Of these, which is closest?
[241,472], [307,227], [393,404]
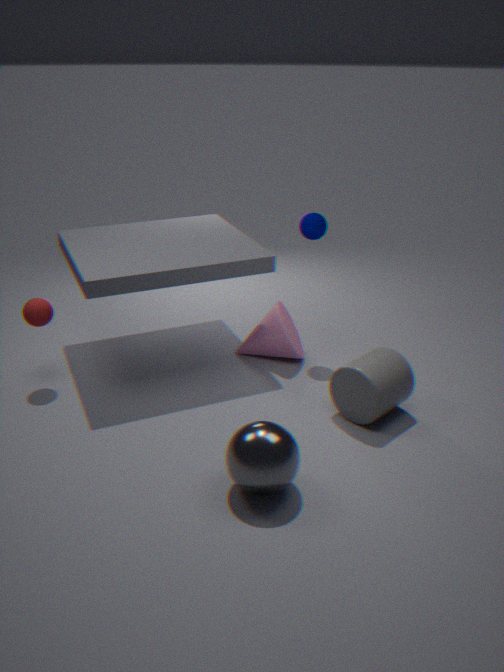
[241,472]
